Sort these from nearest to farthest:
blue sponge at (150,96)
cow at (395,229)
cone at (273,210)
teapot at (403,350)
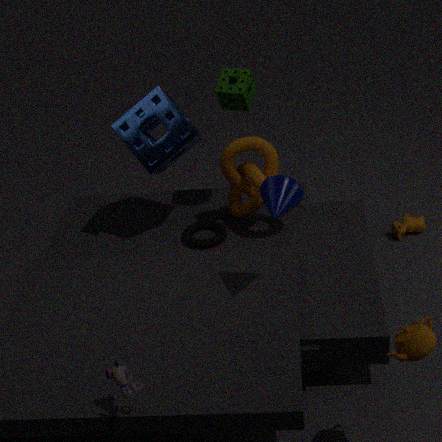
teapot at (403,350)
cone at (273,210)
blue sponge at (150,96)
cow at (395,229)
